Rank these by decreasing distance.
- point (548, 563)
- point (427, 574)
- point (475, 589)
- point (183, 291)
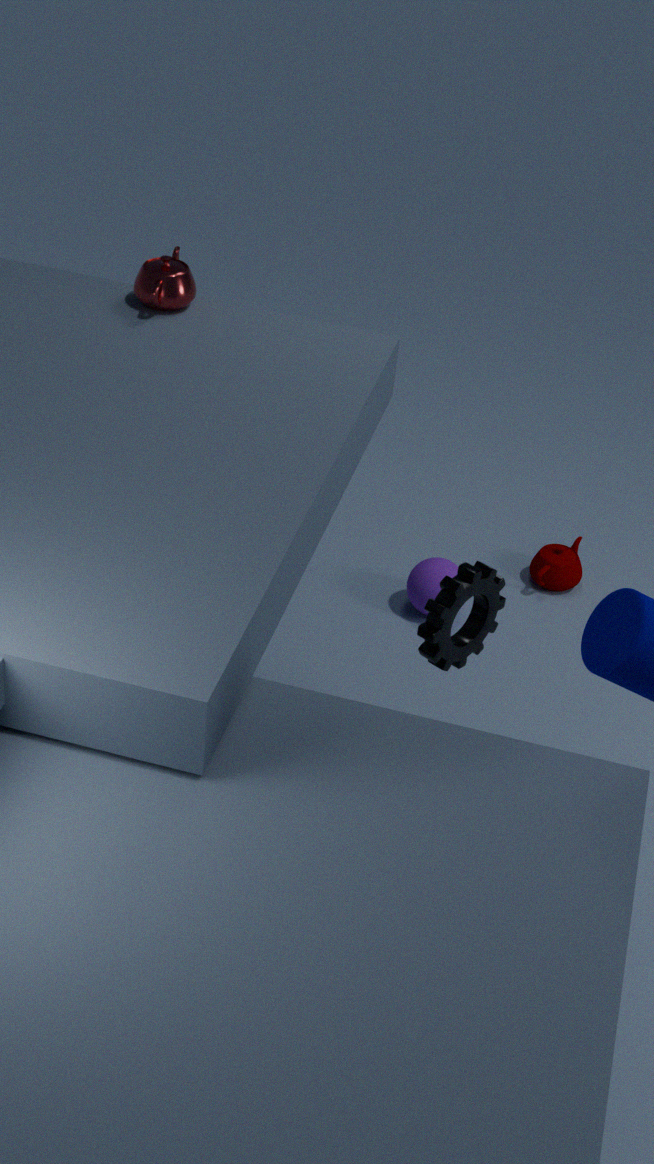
point (548, 563) → point (427, 574) → point (183, 291) → point (475, 589)
